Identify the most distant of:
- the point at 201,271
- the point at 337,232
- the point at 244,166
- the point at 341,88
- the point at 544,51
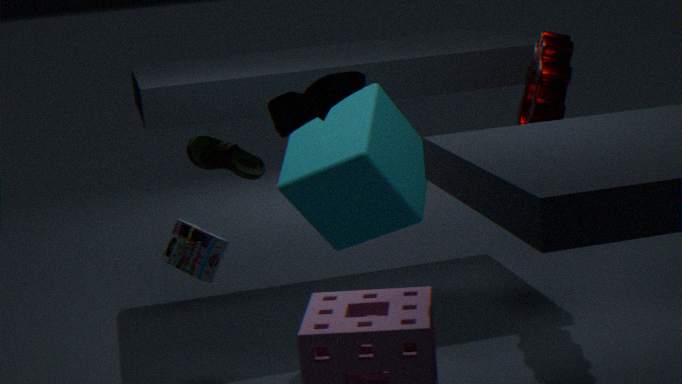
the point at 337,232
